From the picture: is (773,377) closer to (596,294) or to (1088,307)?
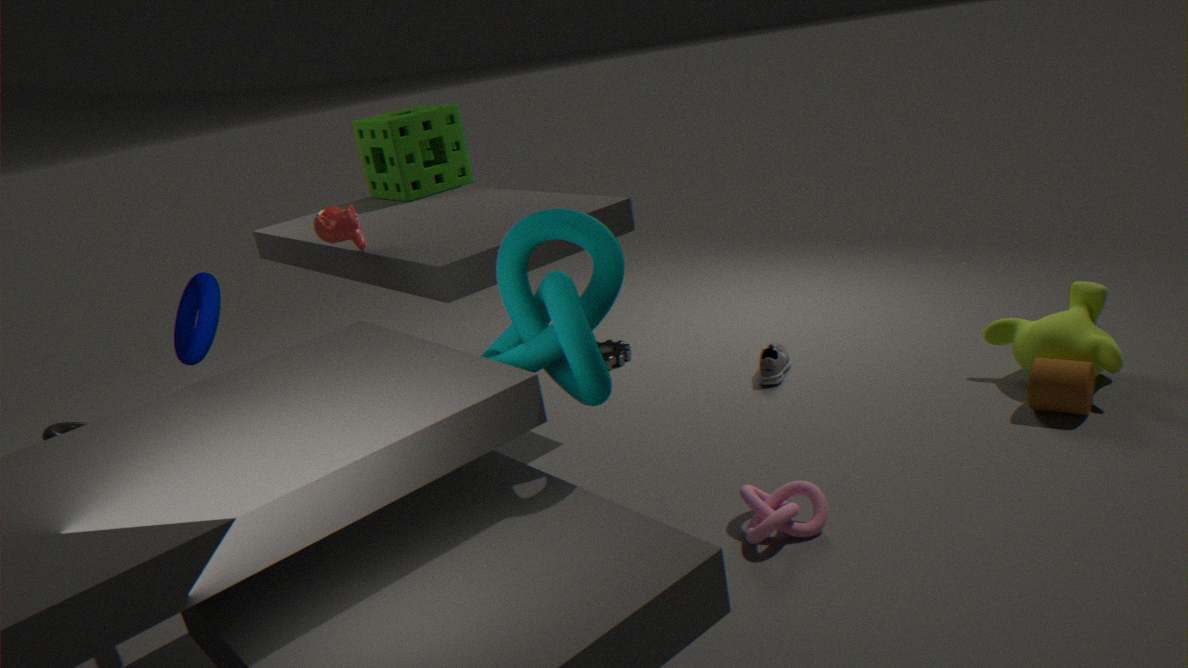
(1088,307)
